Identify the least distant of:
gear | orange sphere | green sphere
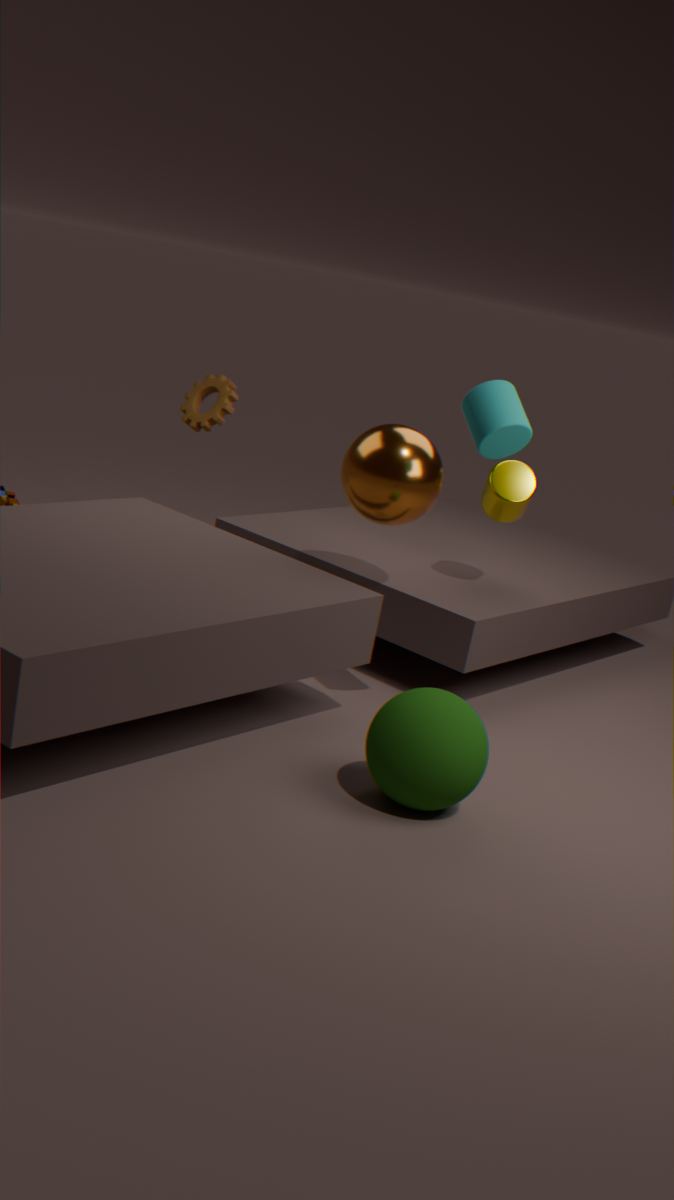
green sphere
